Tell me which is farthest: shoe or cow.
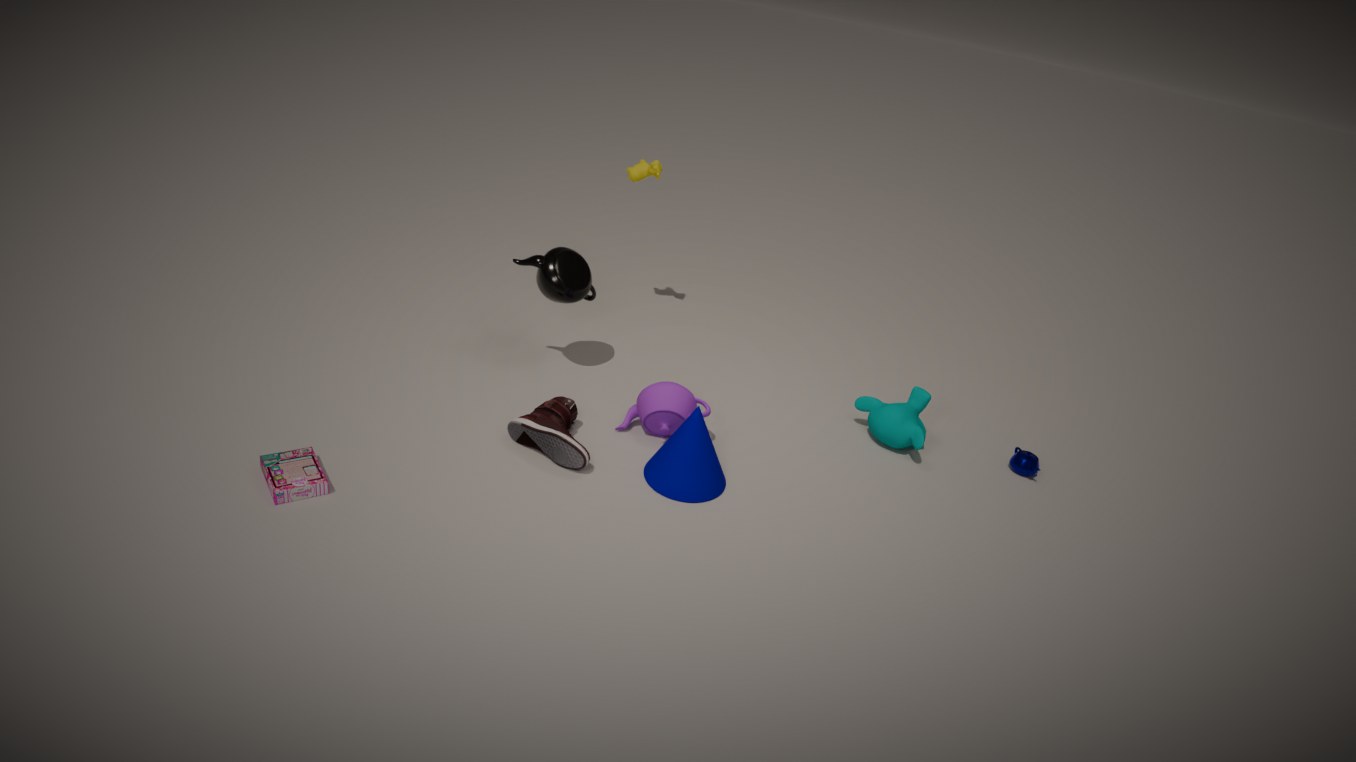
cow
